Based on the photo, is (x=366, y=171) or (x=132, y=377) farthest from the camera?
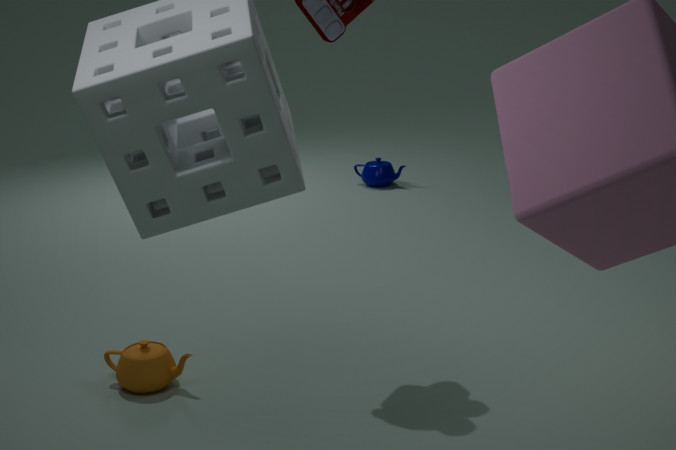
(x=366, y=171)
